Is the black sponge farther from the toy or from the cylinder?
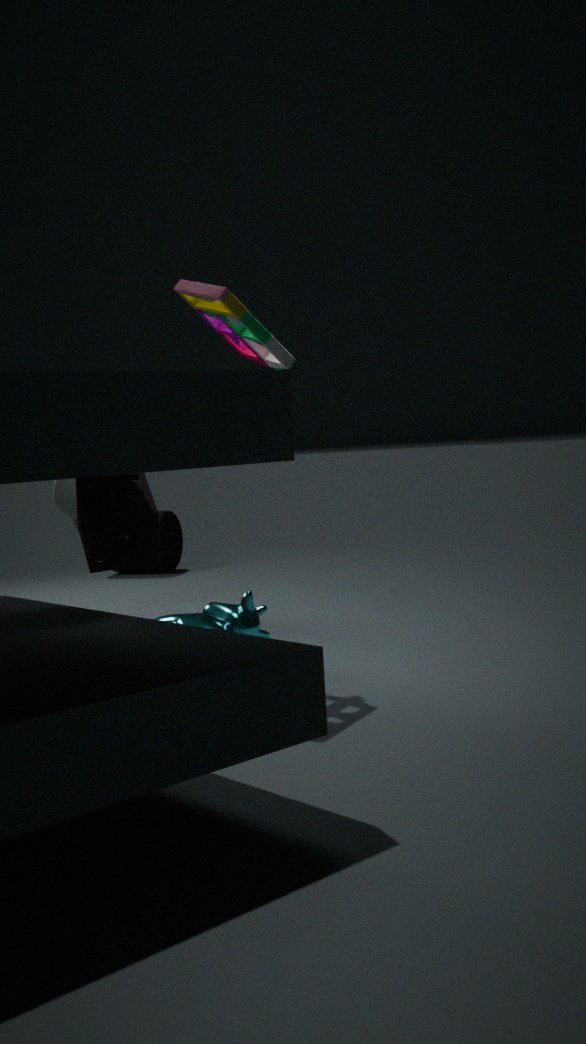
the cylinder
